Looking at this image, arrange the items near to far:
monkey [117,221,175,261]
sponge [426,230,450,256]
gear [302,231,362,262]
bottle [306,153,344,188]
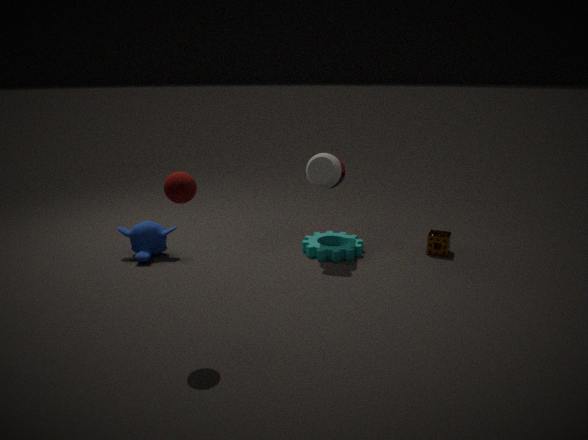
1. bottle [306,153,344,188]
2. monkey [117,221,175,261]
3. gear [302,231,362,262]
4. sponge [426,230,450,256]
